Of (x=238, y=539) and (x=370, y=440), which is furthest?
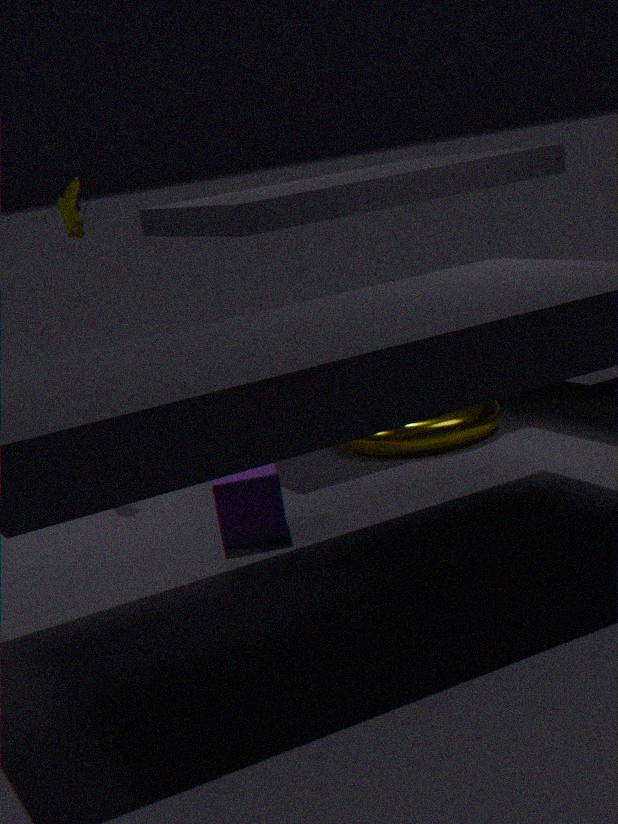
(x=370, y=440)
